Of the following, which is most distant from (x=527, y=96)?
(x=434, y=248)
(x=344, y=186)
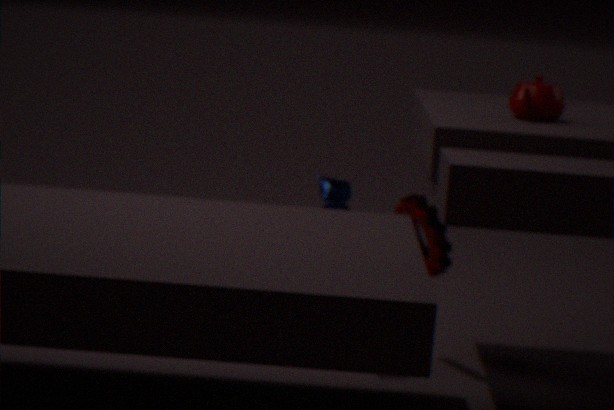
(x=344, y=186)
